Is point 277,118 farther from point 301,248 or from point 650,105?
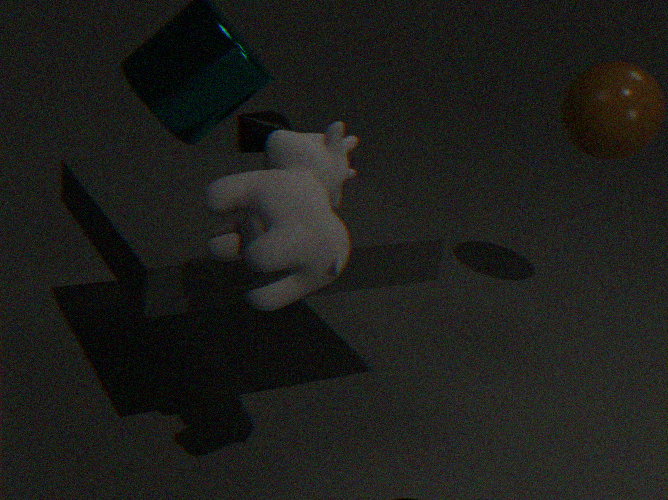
point 650,105
